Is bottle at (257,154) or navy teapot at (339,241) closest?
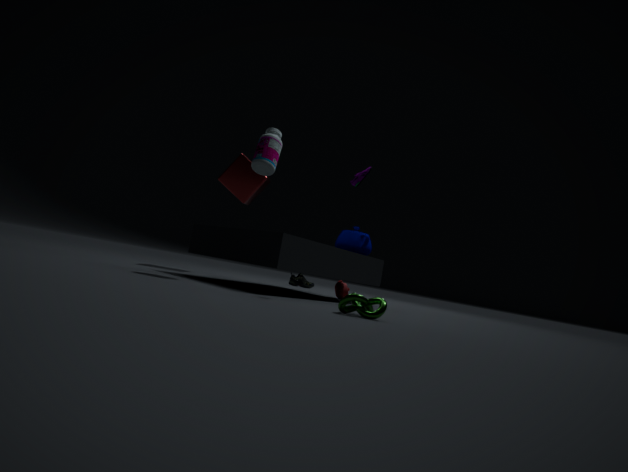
bottle at (257,154)
